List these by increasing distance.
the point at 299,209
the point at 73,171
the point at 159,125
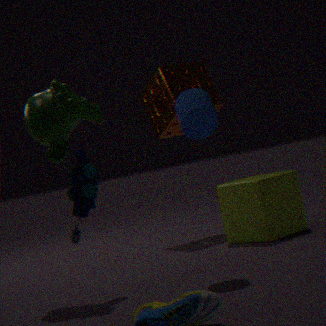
the point at 73,171
the point at 299,209
the point at 159,125
